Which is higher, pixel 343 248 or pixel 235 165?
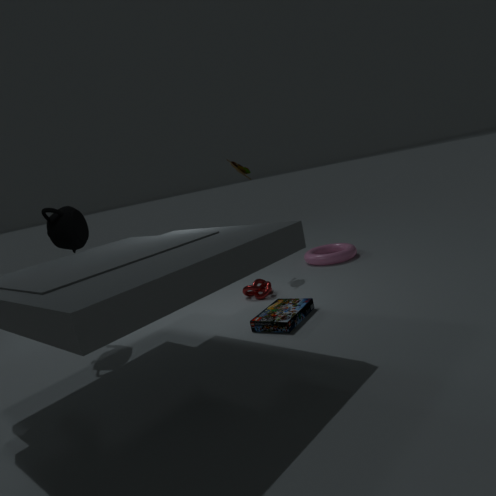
pixel 235 165
